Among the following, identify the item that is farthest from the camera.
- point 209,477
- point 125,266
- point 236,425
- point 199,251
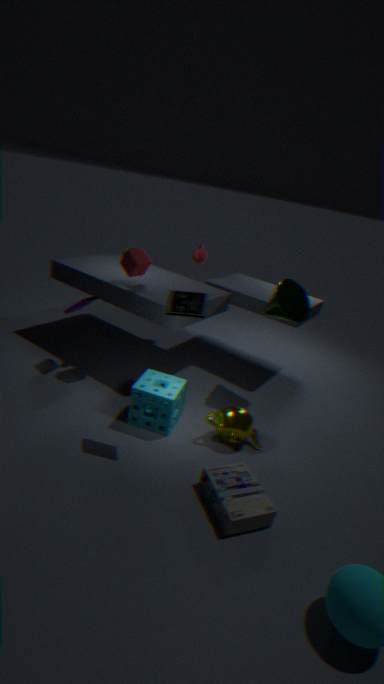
point 199,251
